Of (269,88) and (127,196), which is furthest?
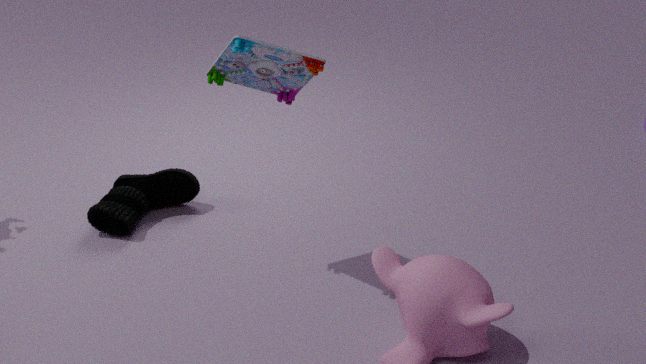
(127,196)
